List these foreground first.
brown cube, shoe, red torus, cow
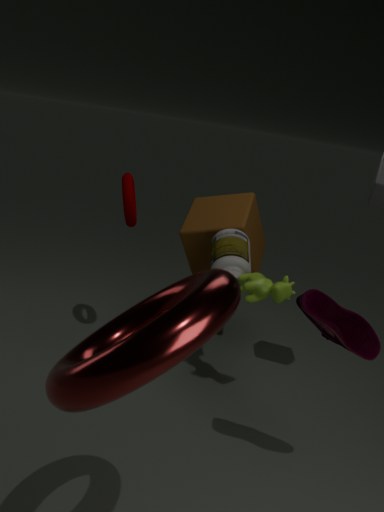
red torus, shoe, cow, brown cube
